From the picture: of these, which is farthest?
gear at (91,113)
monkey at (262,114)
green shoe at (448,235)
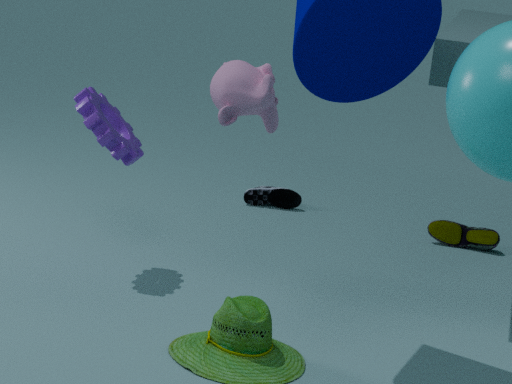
green shoe at (448,235)
